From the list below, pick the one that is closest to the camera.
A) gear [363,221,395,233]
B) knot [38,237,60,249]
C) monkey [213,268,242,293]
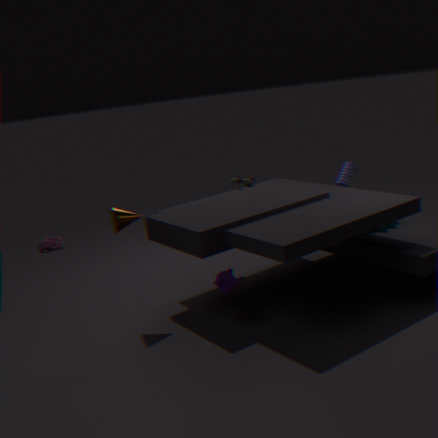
monkey [213,268,242,293]
